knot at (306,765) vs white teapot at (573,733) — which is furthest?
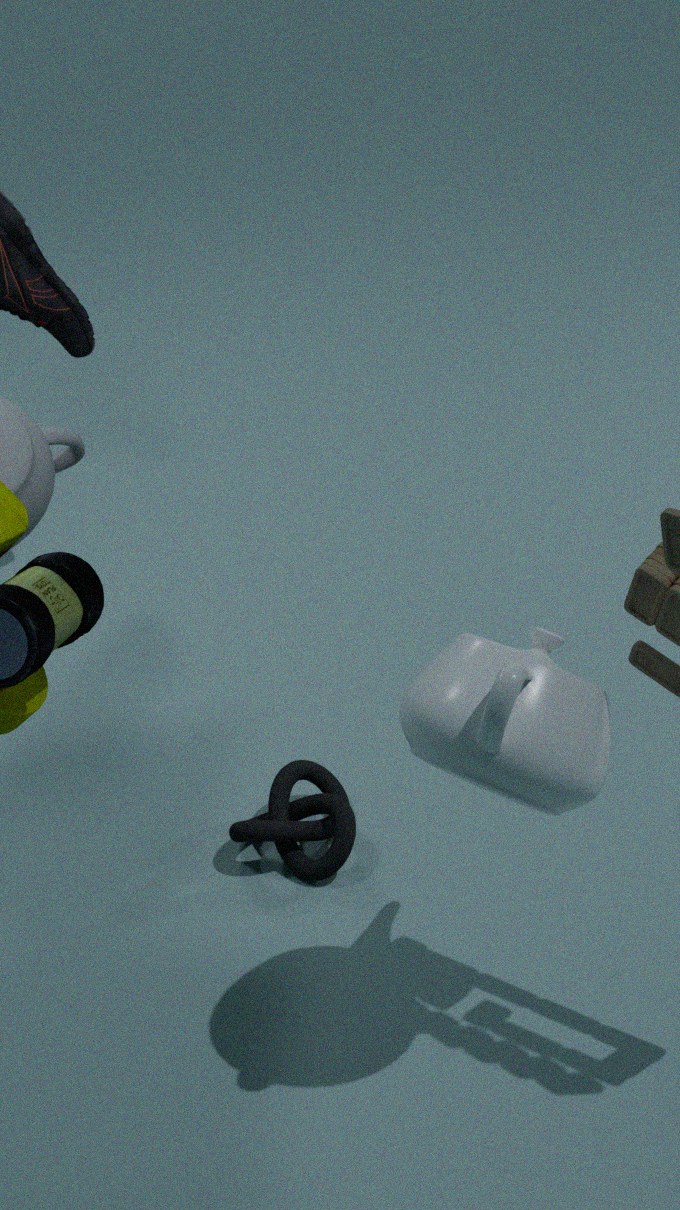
knot at (306,765)
